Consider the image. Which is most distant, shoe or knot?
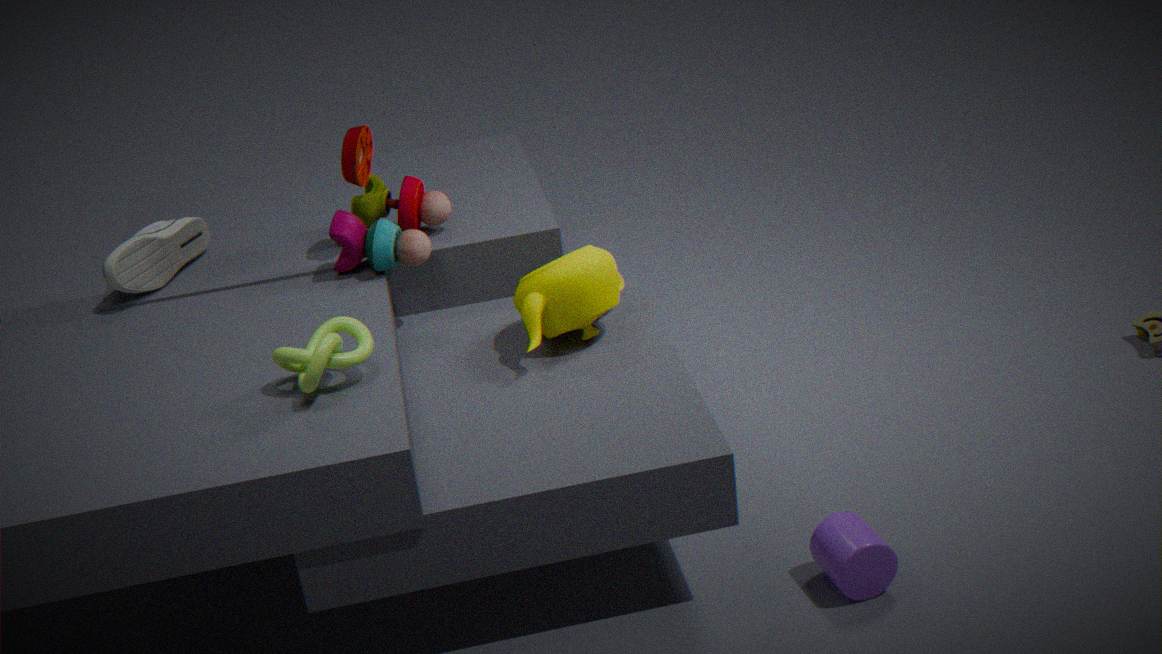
shoe
